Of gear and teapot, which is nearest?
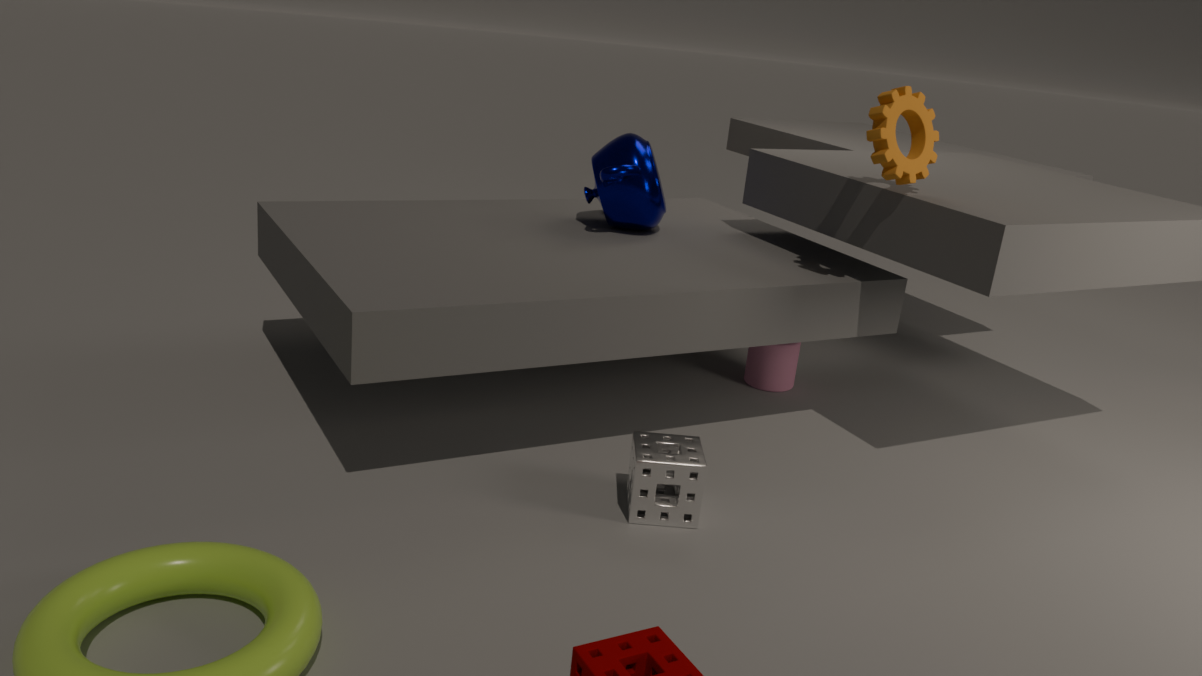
gear
